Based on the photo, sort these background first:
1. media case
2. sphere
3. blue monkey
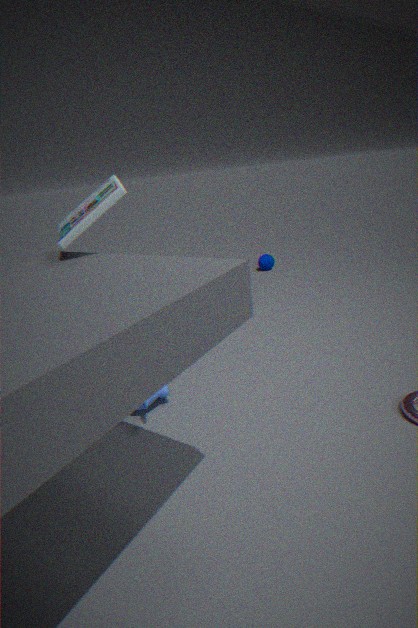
sphere → blue monkey → media case
